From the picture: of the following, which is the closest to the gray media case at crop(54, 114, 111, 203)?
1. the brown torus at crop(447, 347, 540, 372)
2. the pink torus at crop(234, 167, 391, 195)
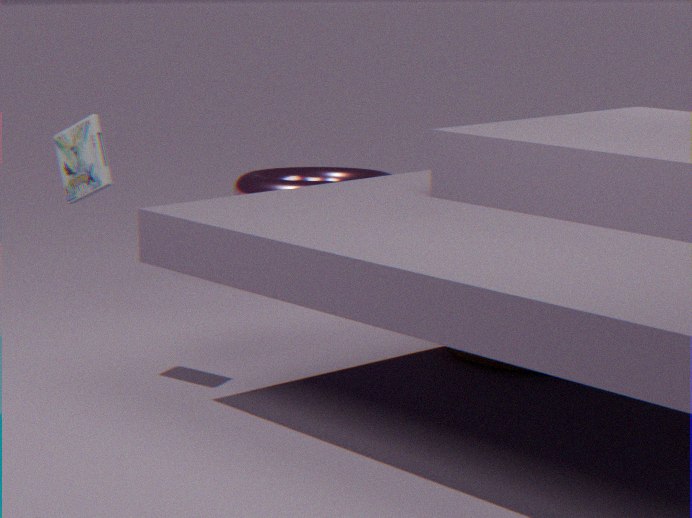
the pink torus at crop(234, 167, 391, 195)
